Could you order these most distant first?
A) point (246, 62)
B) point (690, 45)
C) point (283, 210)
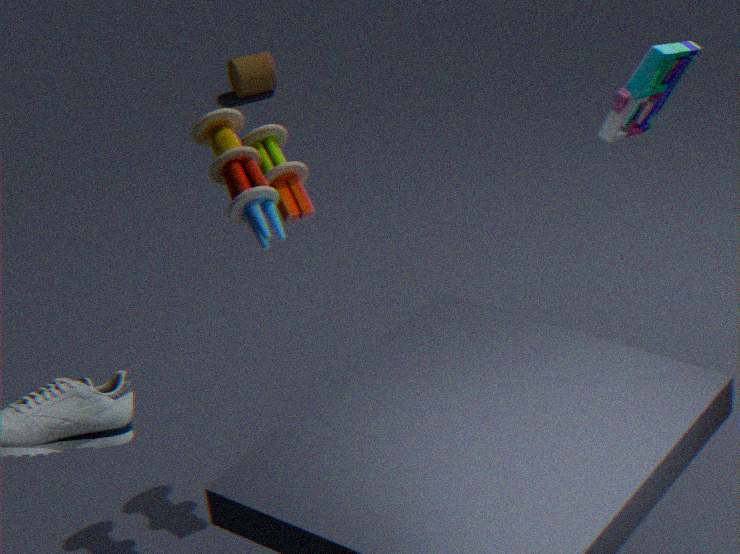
1. point (246, 62)
2. point (690, 45)
3. point (283, 210)
